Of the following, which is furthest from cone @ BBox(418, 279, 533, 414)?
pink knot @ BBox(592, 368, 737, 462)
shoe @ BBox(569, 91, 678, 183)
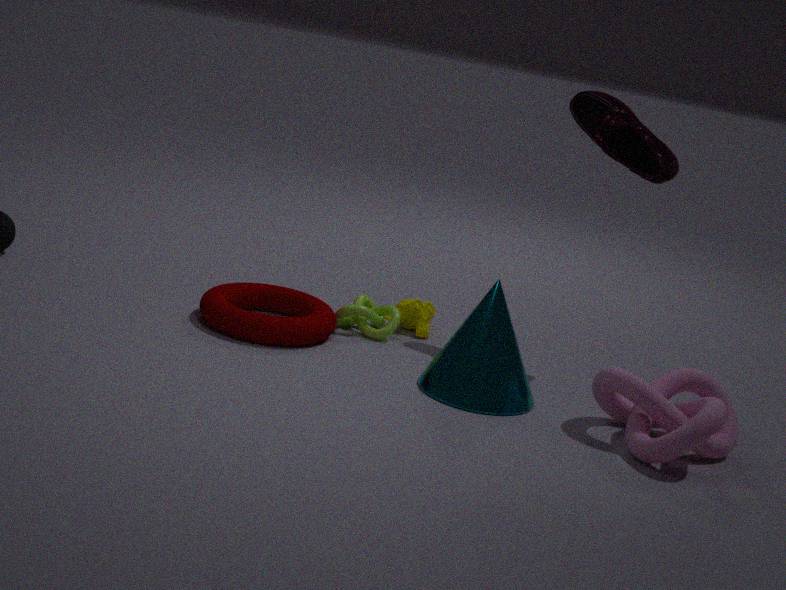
shoe @ BBox(569, 91, 678, 183)
